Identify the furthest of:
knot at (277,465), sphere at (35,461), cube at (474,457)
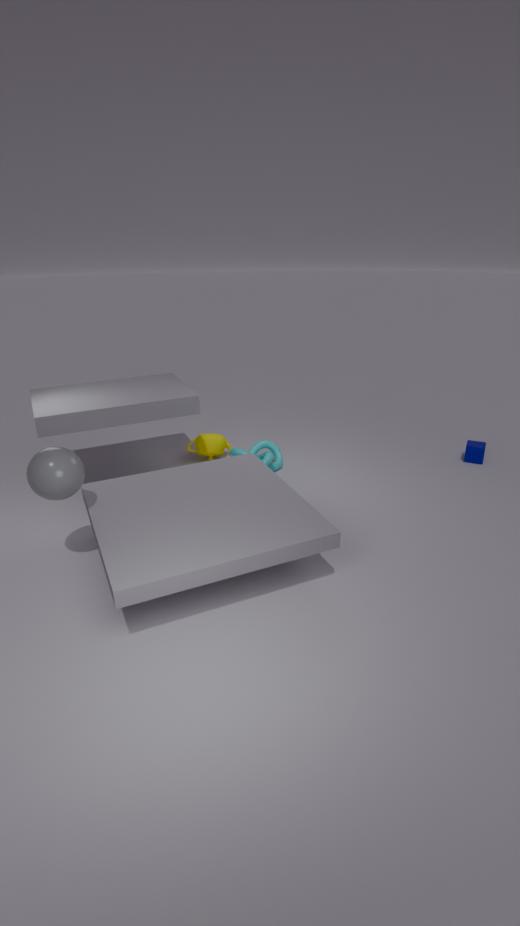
cube at (474,457)
